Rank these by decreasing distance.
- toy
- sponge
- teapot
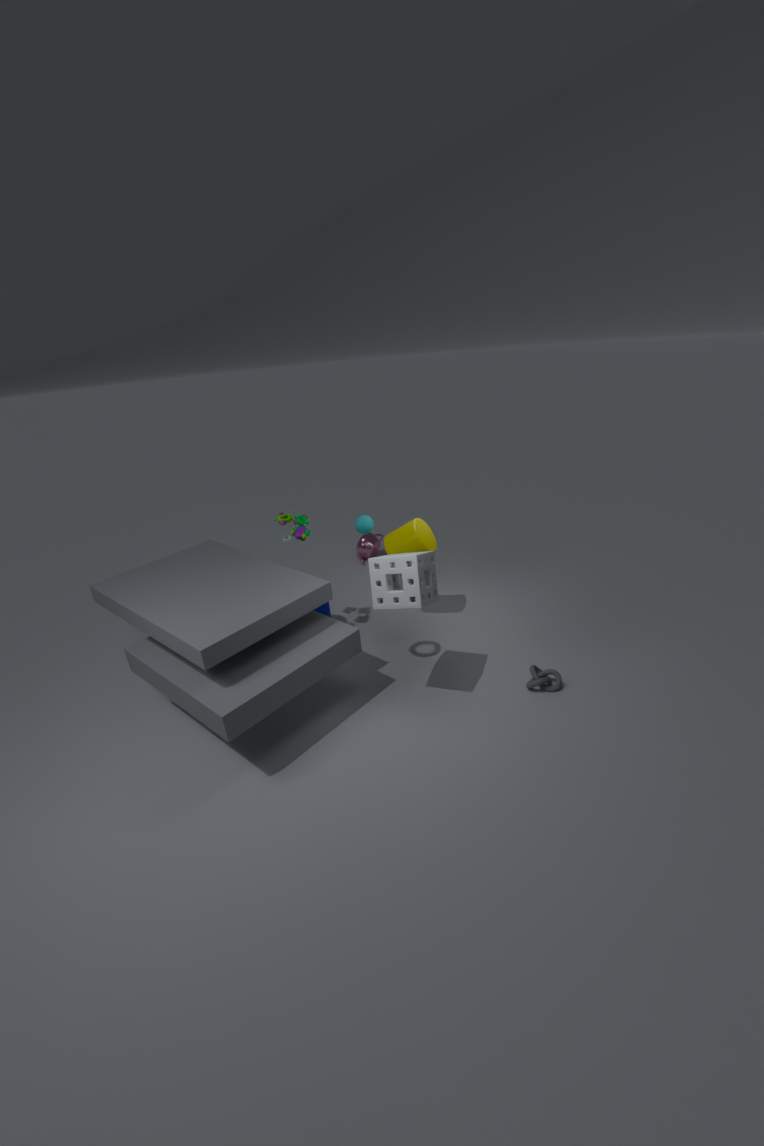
teapot, toy, sponge
